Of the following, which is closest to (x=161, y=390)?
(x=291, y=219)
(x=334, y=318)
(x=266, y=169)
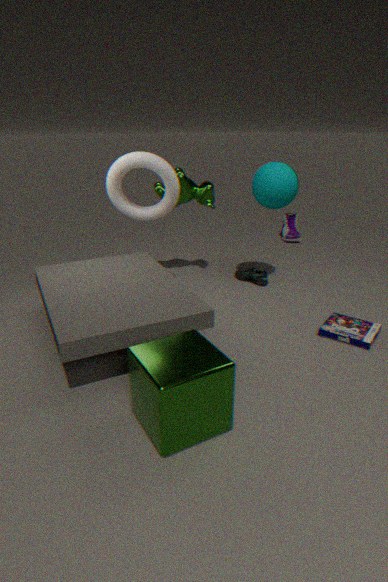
(x=334, y=318)
